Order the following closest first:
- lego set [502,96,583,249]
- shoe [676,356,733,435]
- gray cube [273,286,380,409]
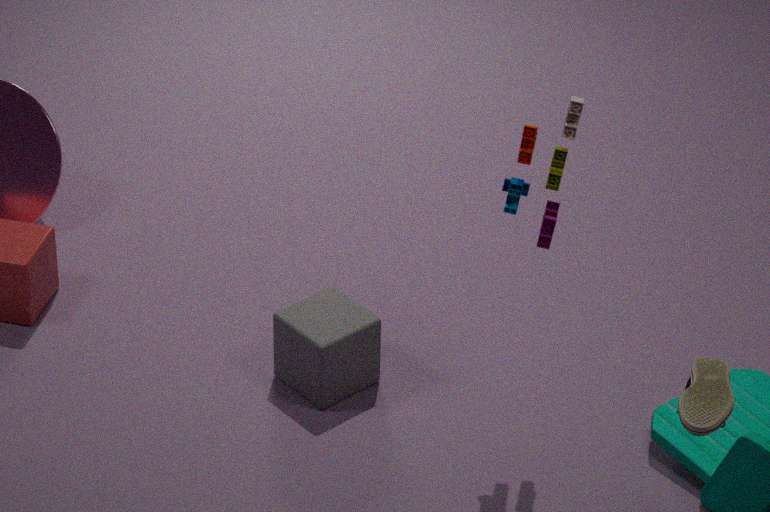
shoe [676,356,733,435] → lego set [502,96,583,249] → gray cube [273,286,380,409]
